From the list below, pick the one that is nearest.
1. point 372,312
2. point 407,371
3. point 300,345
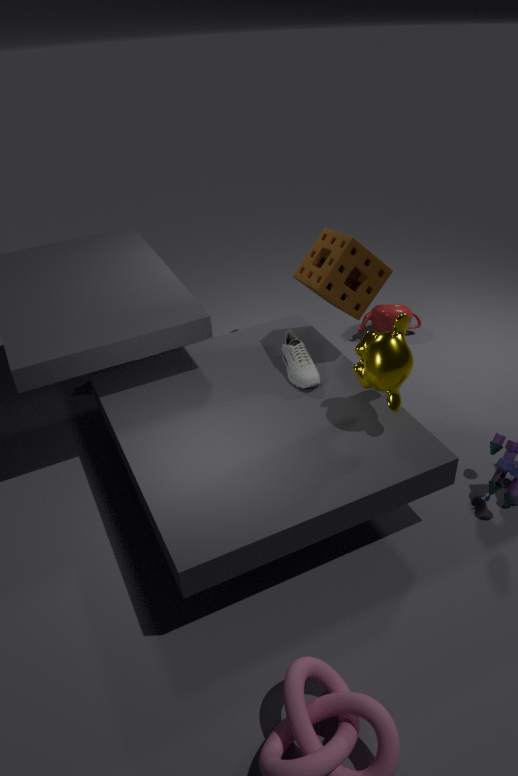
point 407,371
